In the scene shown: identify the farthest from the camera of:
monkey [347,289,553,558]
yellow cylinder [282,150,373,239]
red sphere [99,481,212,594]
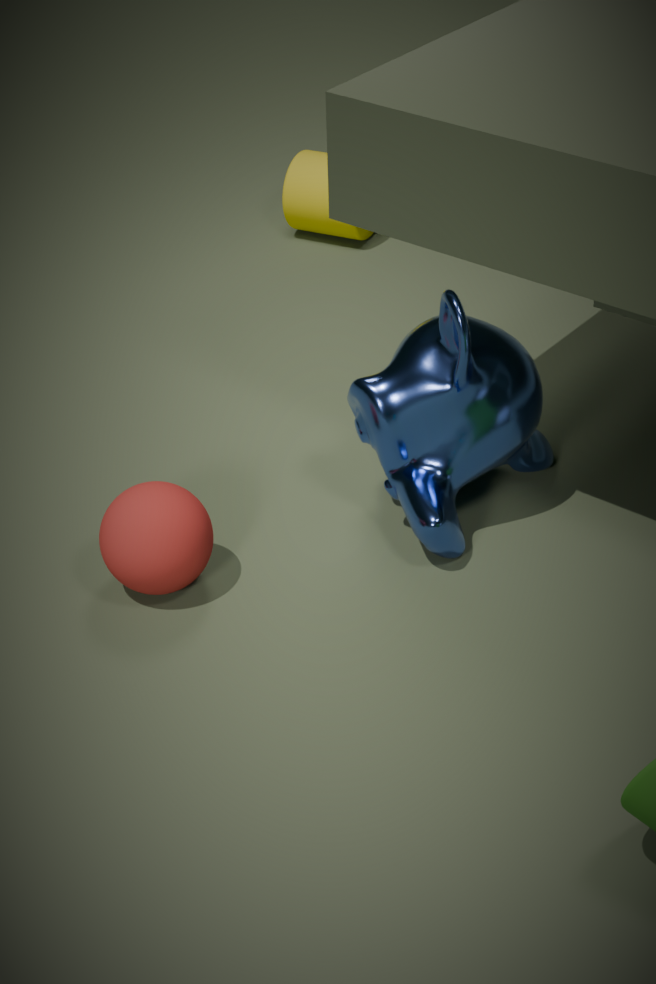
yellow cylinder [282,150,373,239]
